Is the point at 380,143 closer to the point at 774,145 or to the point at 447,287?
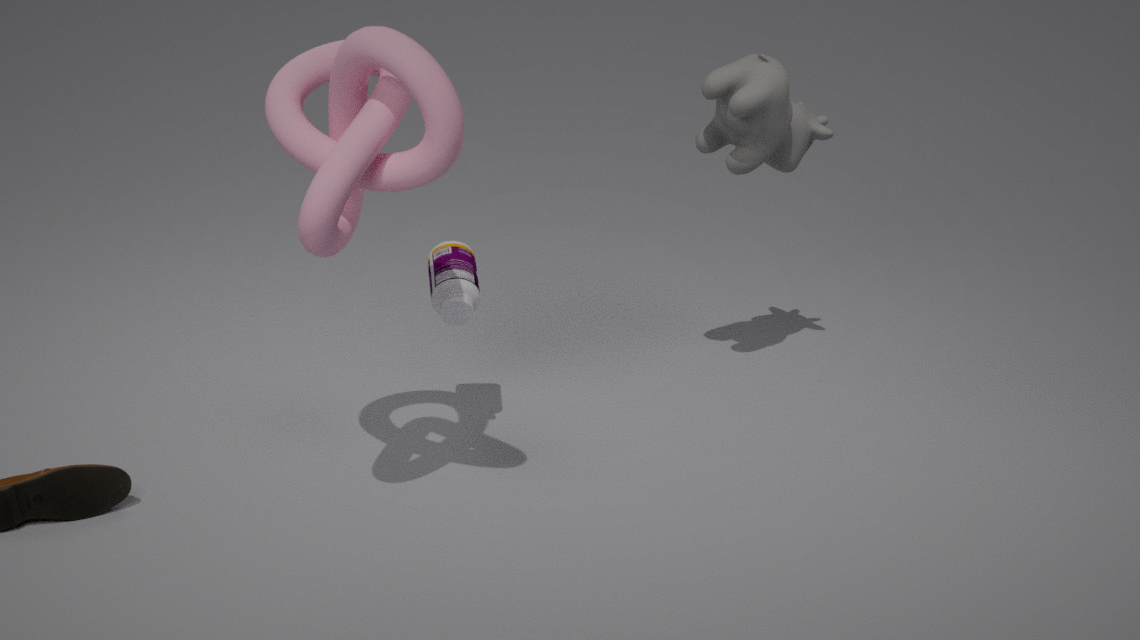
the point at 447,287
